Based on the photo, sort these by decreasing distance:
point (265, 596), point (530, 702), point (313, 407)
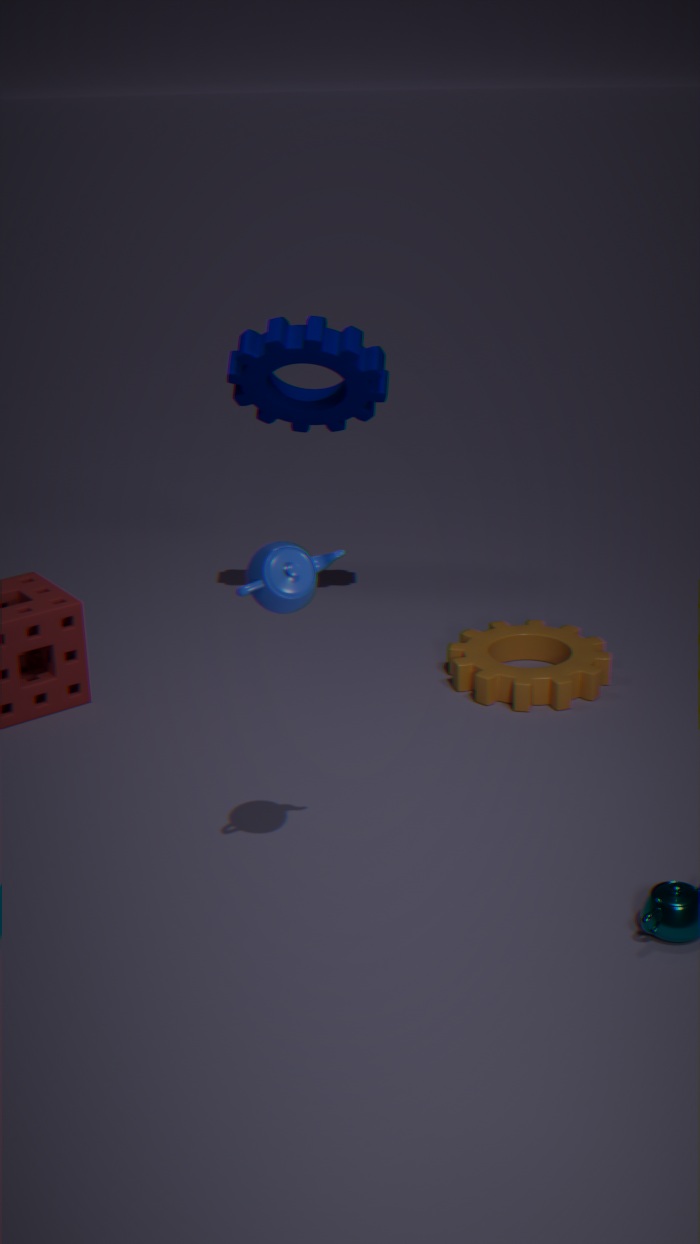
1. point (313, 407)
2. point (530, 702)
3. point (265, 596)
